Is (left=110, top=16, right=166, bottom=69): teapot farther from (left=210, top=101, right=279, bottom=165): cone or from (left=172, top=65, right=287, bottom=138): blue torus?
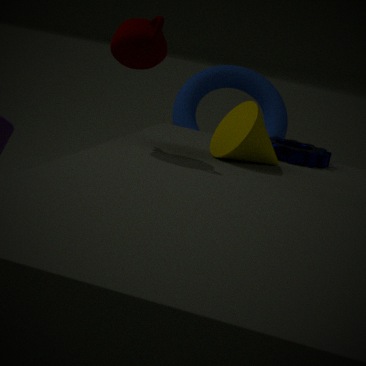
(left=172, top=65, right=287, bottom=138): blue torus
